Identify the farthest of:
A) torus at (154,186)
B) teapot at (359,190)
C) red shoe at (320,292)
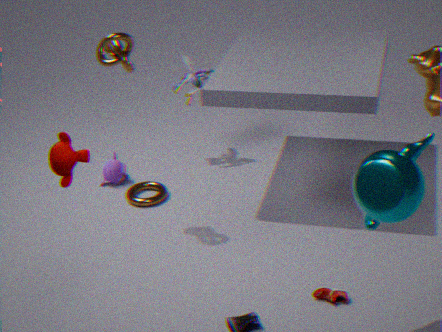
torus at (154,186)
